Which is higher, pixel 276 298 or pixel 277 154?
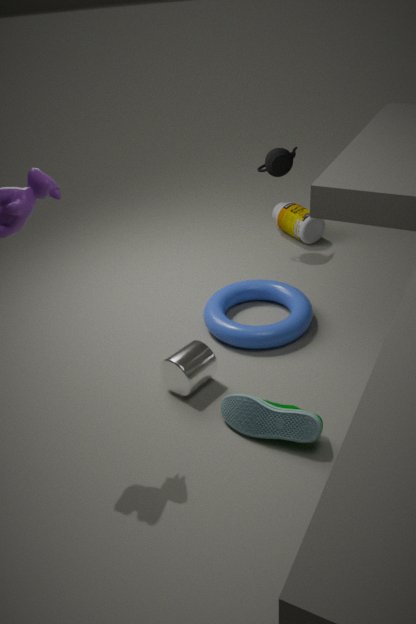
pixel 277 154
